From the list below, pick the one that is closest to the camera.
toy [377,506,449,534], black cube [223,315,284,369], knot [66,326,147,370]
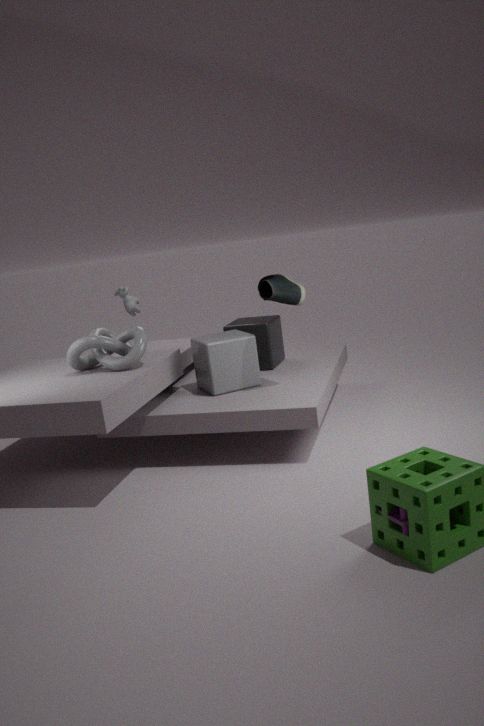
toy [377,506,449,534]
